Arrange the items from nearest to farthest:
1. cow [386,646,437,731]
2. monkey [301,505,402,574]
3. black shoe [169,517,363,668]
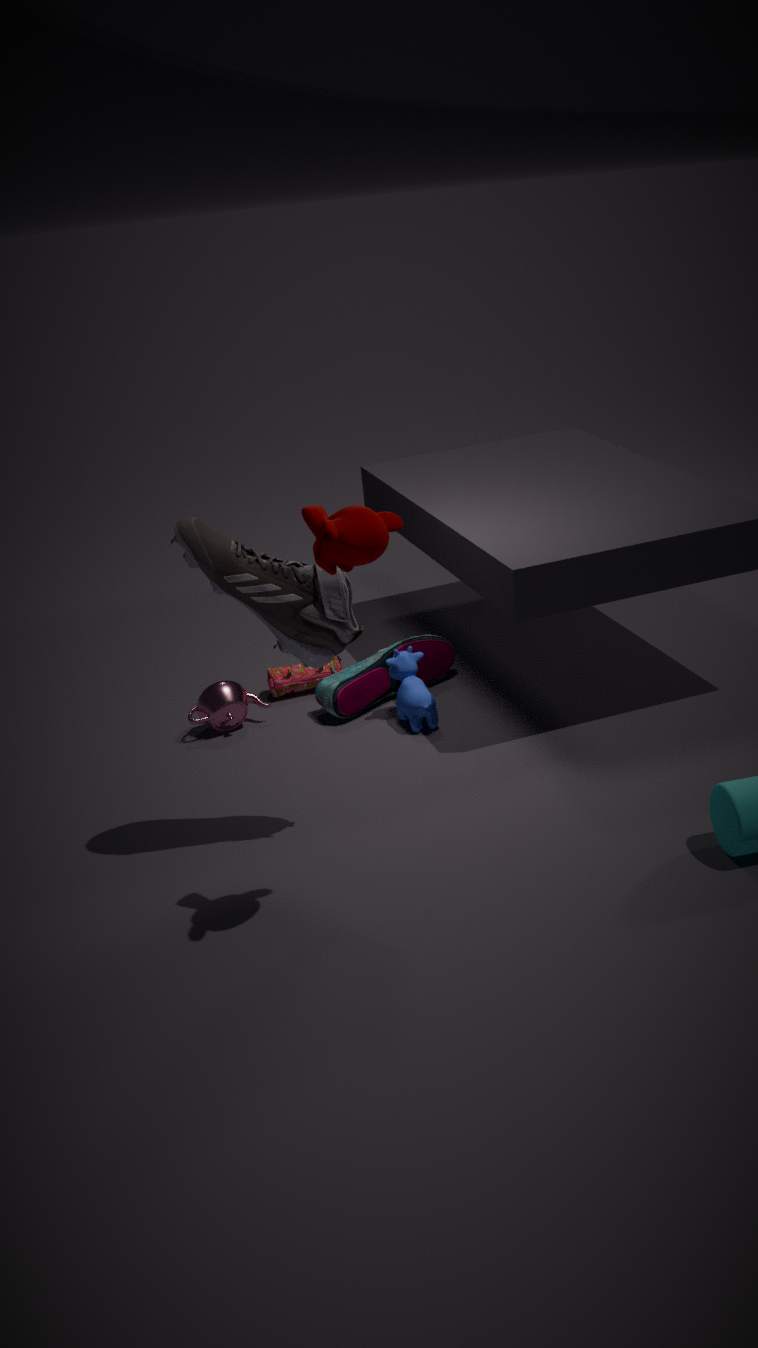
monkey [301,505,402,574] → black shoe [169,517,363,668] → cow [386,646,437,731]
